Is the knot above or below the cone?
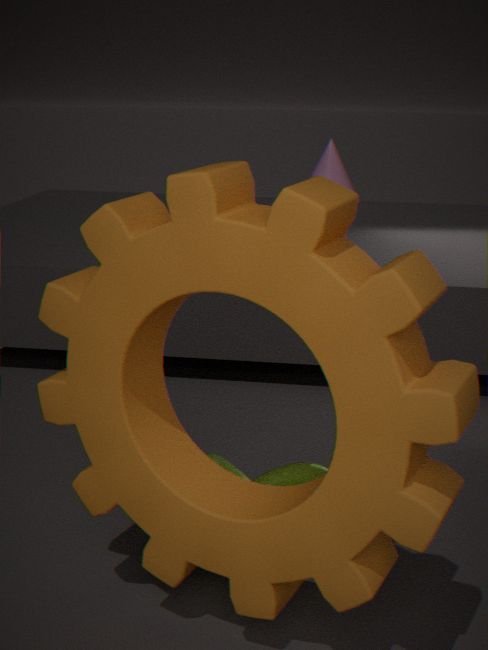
below
